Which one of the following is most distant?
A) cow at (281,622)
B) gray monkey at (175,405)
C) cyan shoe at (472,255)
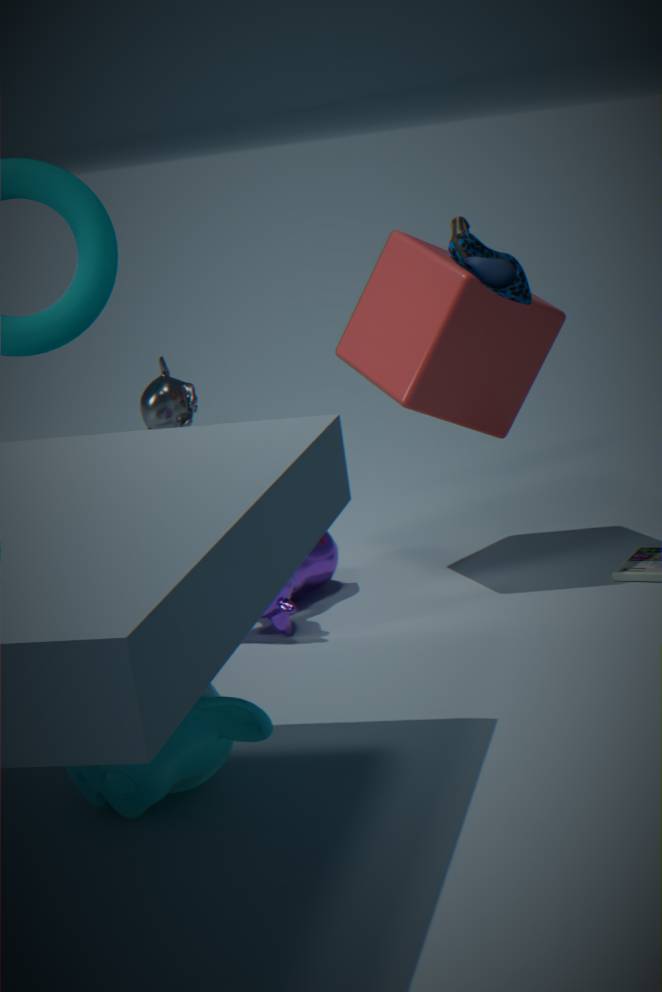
gray monkey at (175,405)
